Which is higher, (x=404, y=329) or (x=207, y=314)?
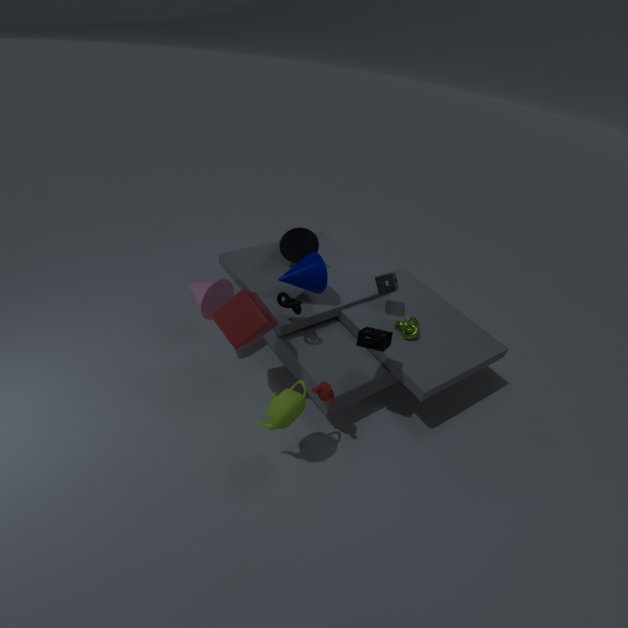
(x=207, y=314)
